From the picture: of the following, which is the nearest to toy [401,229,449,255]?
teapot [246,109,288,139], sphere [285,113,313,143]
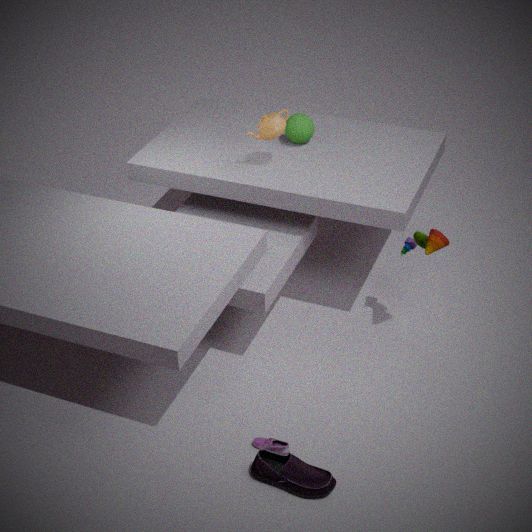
sphere [285,113,313,143]
